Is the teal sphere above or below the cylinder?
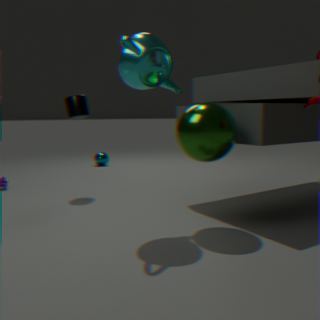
below
